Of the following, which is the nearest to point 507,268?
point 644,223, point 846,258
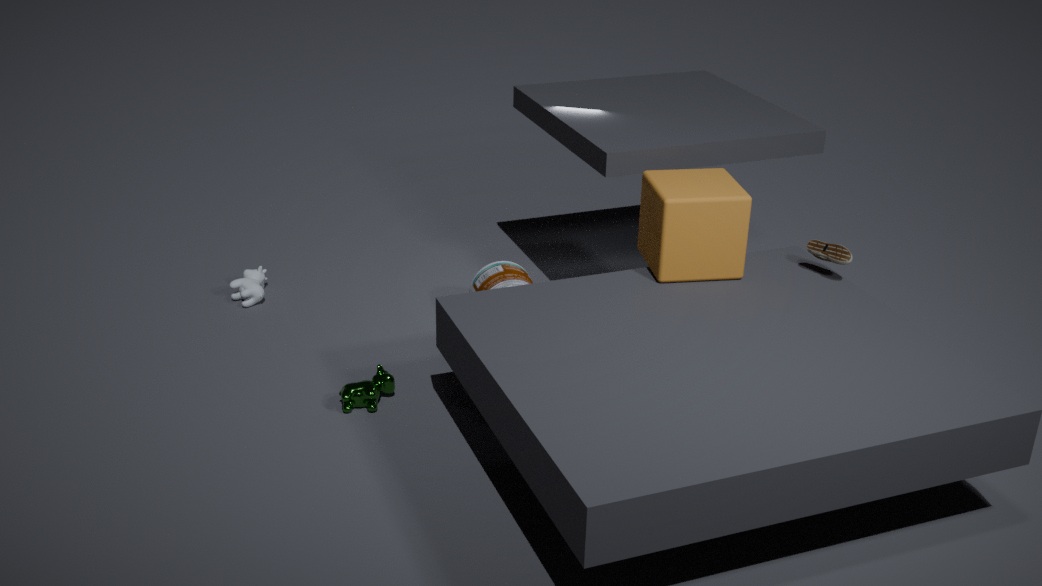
point 644,223
